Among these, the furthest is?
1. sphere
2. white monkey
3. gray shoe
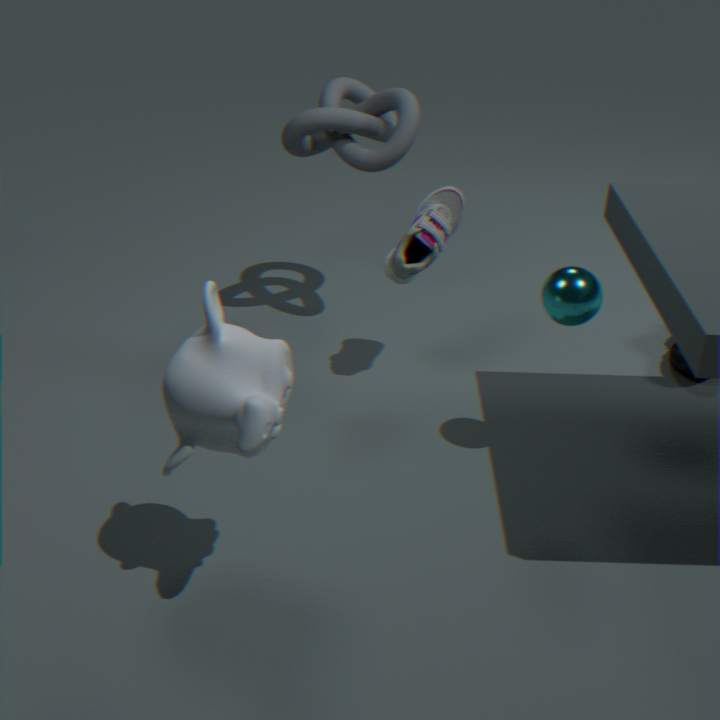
gray shoe
